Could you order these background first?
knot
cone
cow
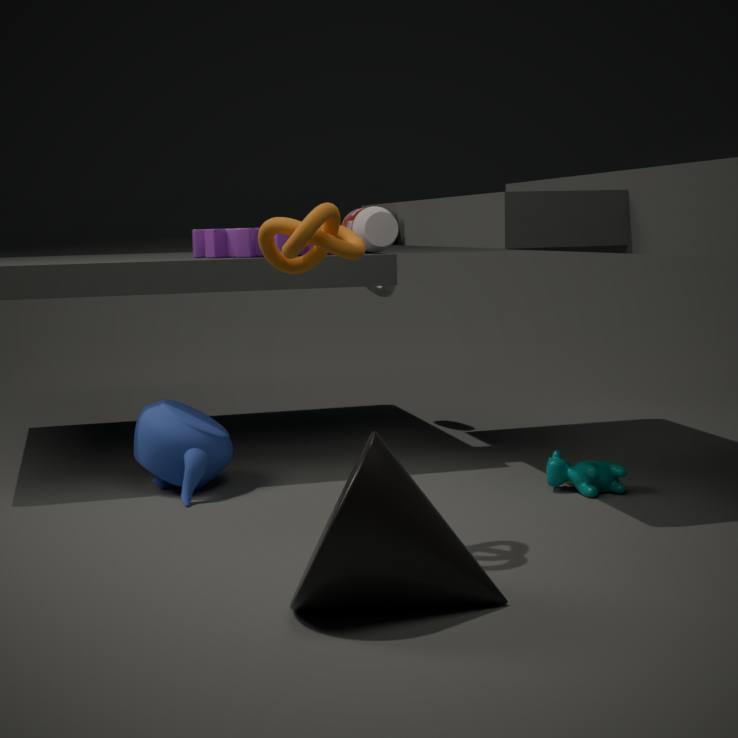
cow
knot
cone
